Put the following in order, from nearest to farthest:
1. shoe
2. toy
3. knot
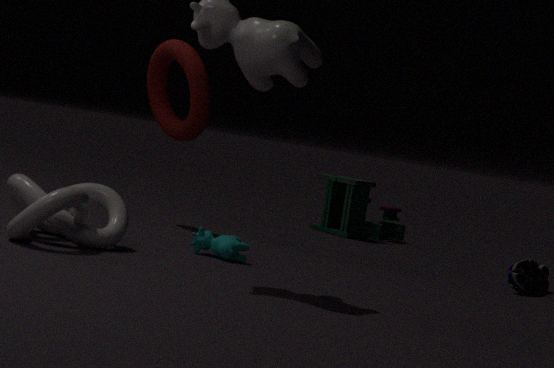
knot < shoe < toy
